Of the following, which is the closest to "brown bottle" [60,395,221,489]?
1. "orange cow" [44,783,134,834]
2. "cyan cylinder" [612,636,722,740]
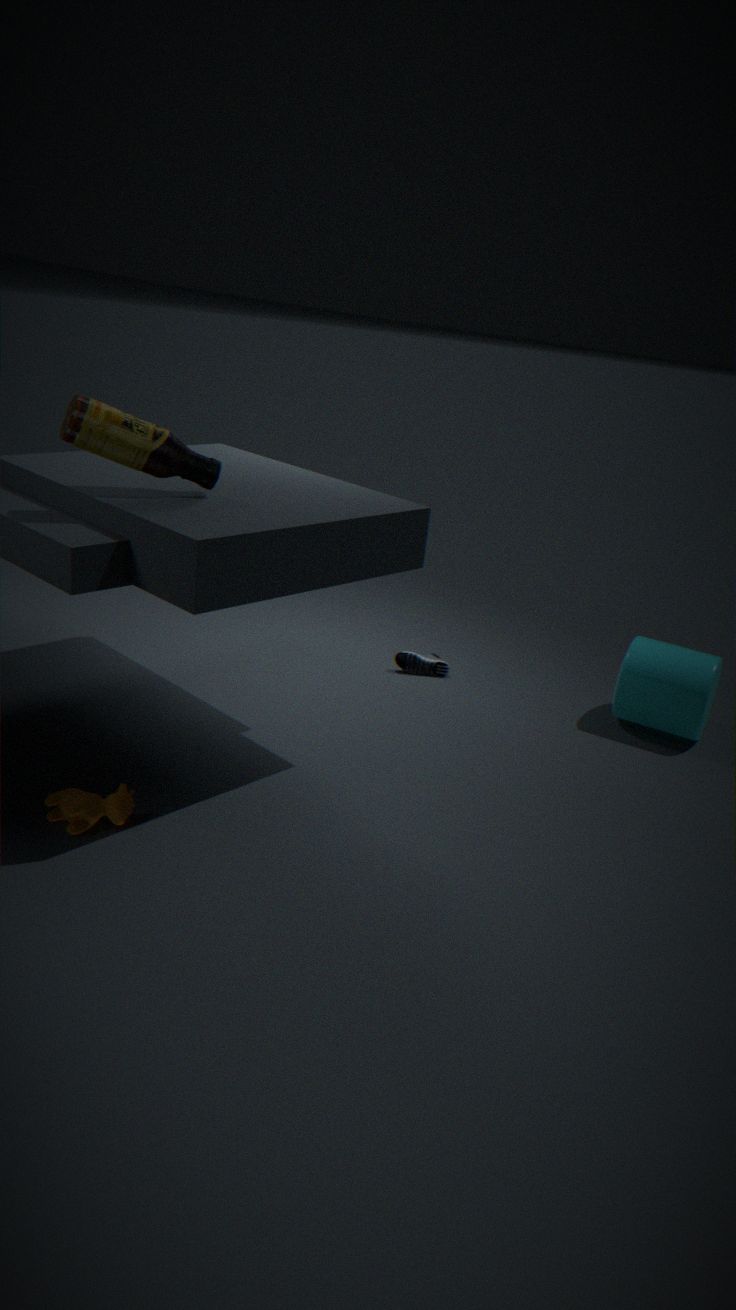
"orange cow" [44,783,134,834]
